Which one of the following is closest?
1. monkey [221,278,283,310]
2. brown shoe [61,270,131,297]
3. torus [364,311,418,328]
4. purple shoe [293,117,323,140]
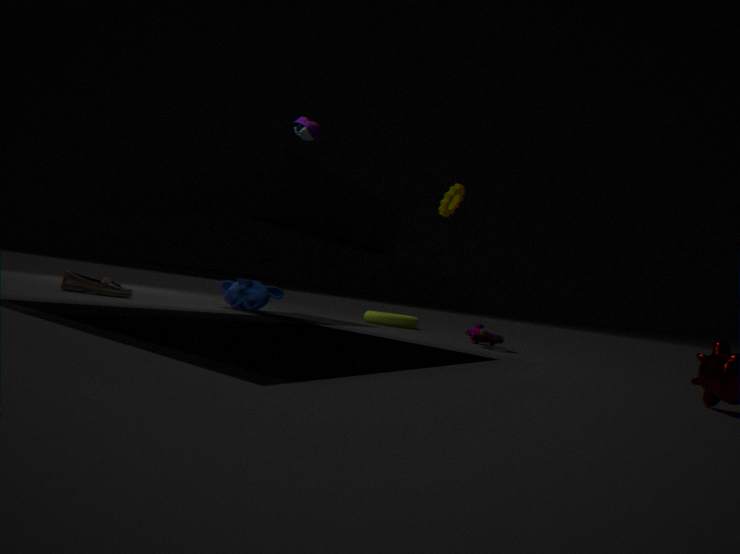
purple shoe [293,117,323,140]
